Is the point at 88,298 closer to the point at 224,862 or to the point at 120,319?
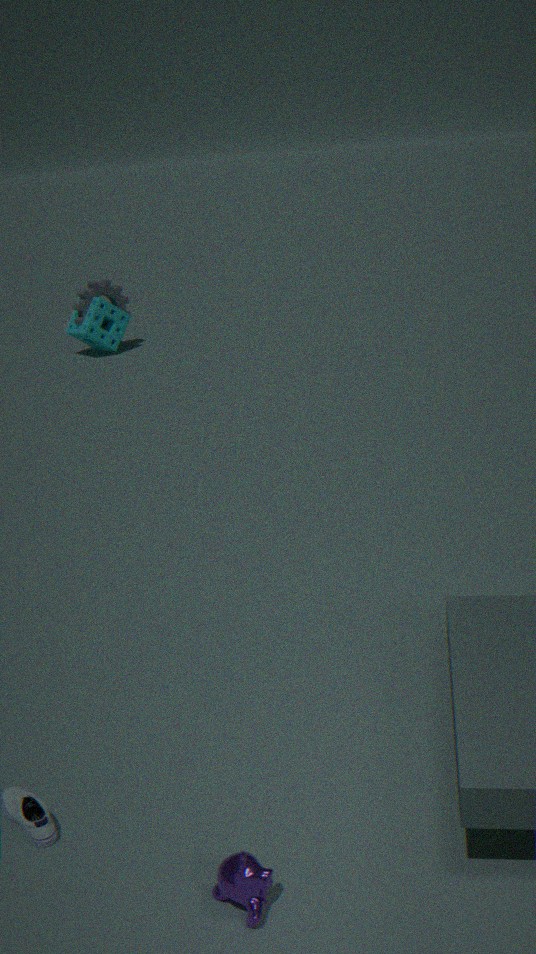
the point at 120,319
